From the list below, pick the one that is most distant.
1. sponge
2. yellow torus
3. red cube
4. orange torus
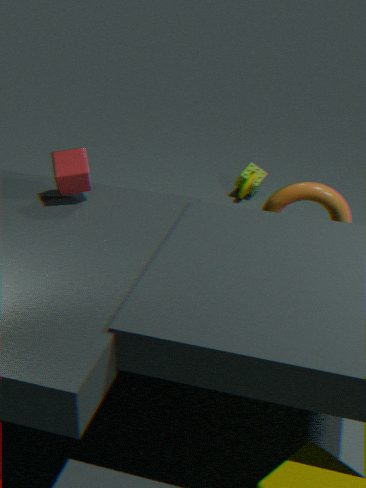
sponge
